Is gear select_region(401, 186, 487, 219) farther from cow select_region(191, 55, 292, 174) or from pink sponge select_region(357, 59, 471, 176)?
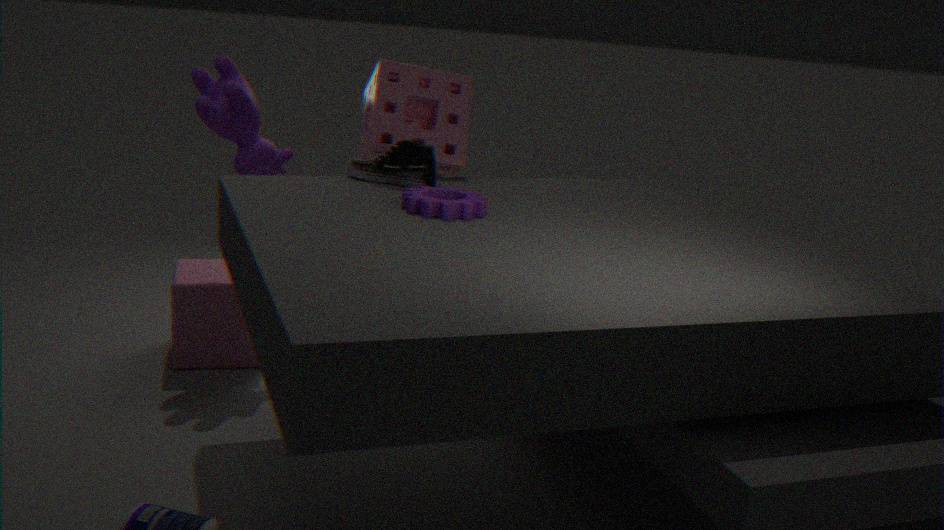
cow select_region(191, 55, 292, 174)
